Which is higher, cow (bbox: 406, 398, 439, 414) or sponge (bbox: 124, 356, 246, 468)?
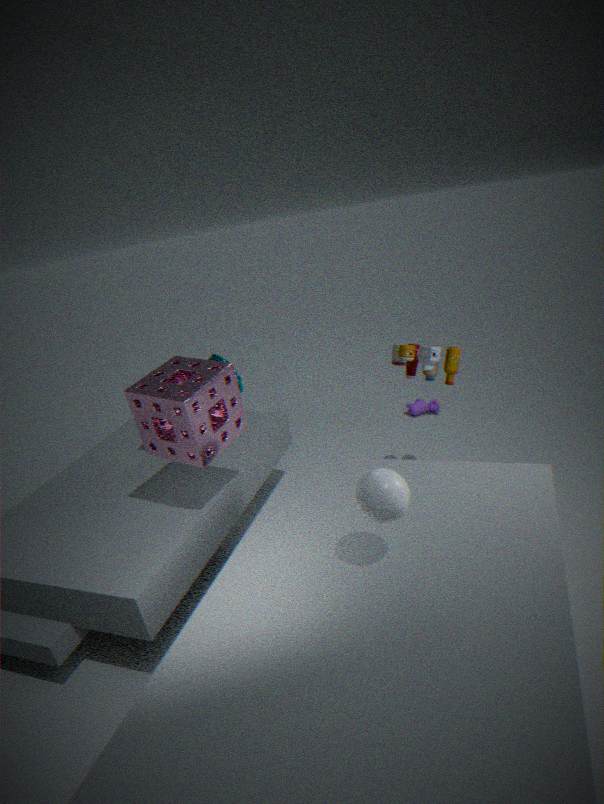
sponge (bbox: 124, 356, 246, 468)
